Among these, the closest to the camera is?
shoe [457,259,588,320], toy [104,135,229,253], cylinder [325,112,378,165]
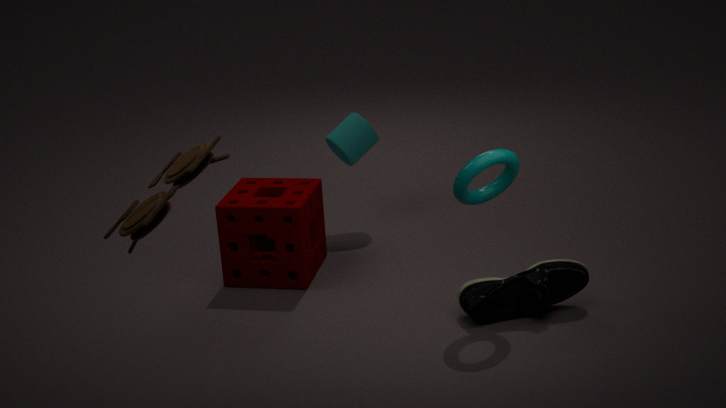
toy [104,135,229,253]
